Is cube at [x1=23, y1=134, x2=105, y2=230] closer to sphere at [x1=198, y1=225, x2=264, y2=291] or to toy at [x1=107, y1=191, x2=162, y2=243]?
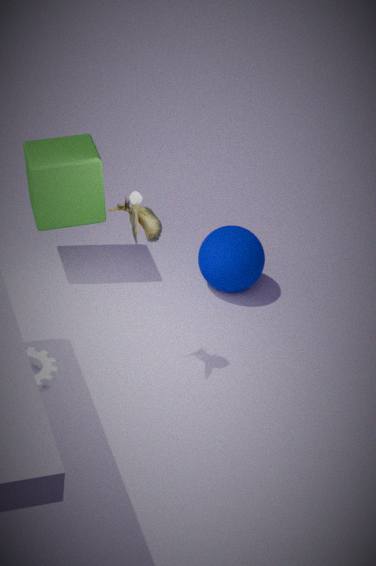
sphere at [x1=198, y1=225, x2=264, y2=291]
